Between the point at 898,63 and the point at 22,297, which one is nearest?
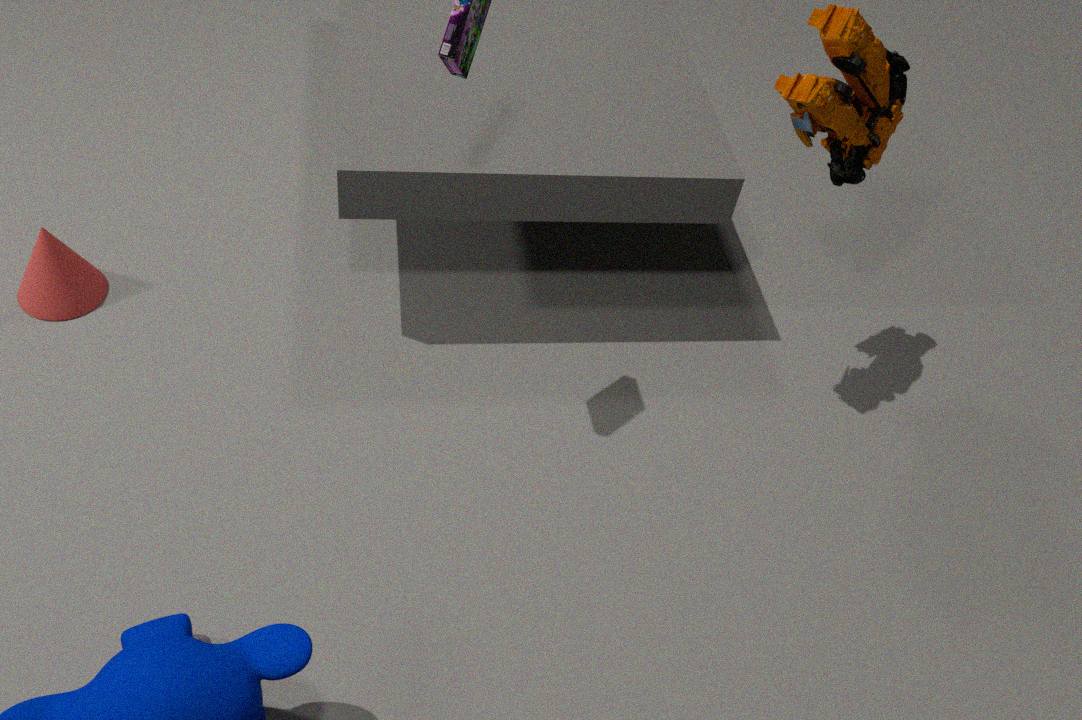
the point at 898,63
